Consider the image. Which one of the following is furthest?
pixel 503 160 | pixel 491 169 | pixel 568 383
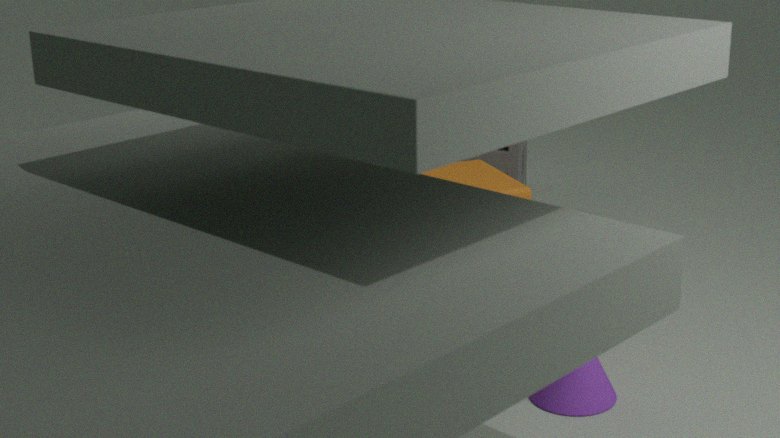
Result: pixel 503 160
